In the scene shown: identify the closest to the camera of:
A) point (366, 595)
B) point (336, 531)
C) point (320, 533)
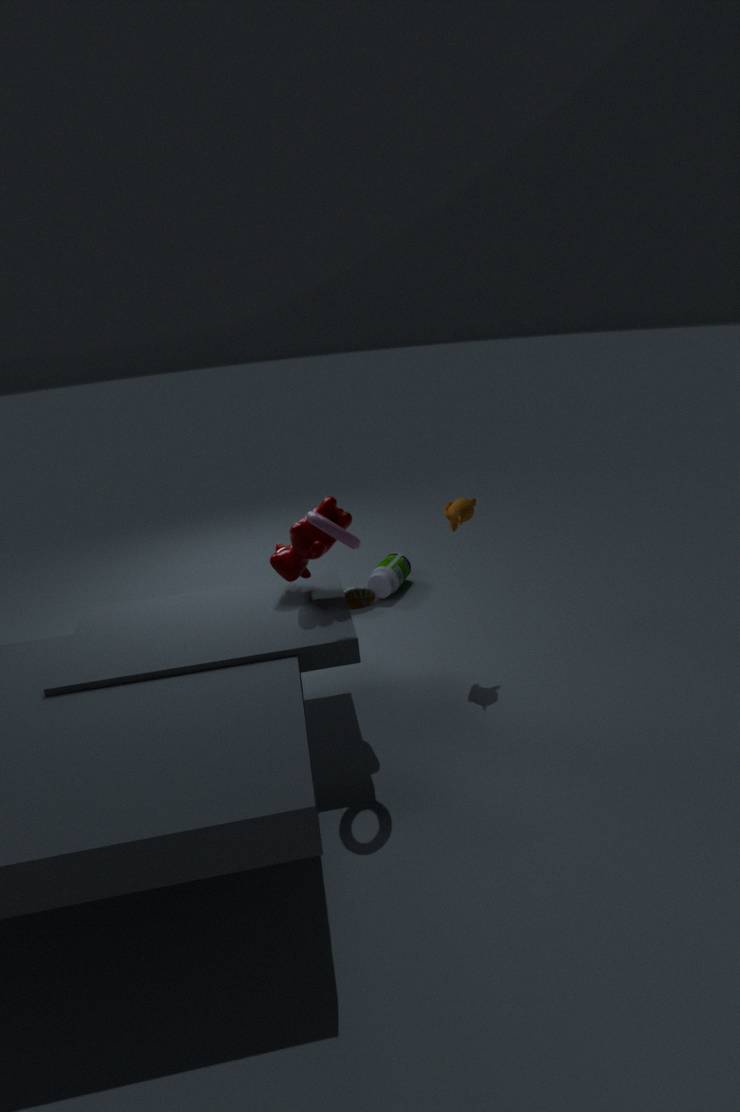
point (336, 531)
